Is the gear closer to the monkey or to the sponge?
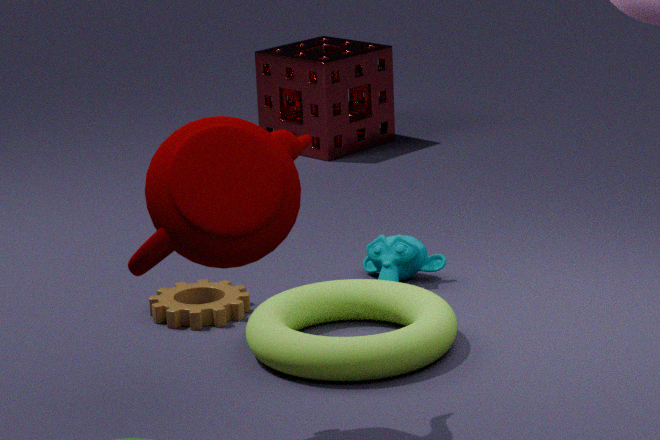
the monkey
